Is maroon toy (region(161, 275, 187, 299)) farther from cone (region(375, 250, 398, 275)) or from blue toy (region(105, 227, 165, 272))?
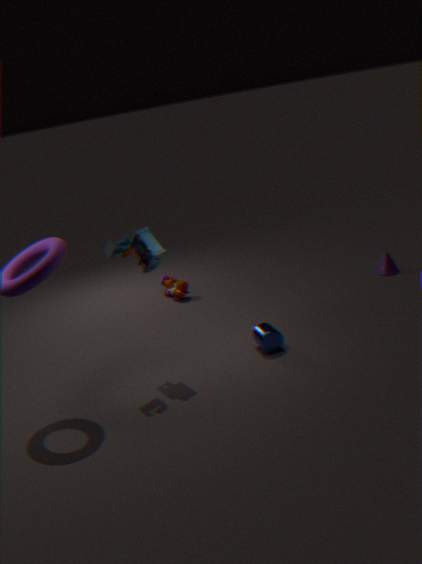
cone (region(375, 250, 398, 275))
